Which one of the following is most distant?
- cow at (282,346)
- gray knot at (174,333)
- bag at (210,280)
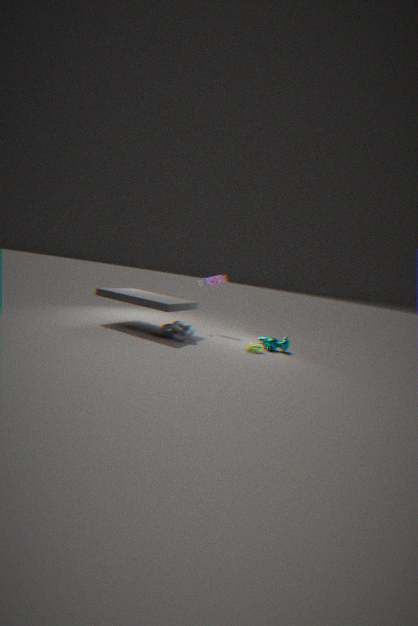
bag at (210,280)
